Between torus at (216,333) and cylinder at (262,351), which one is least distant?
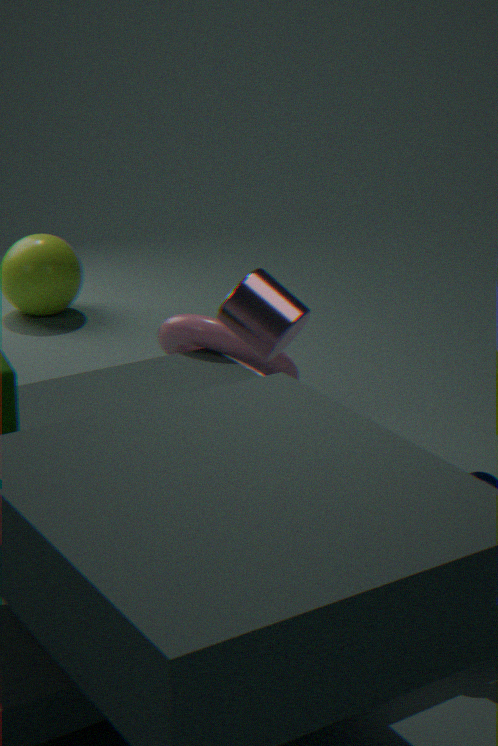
cylinder at (262,351)
